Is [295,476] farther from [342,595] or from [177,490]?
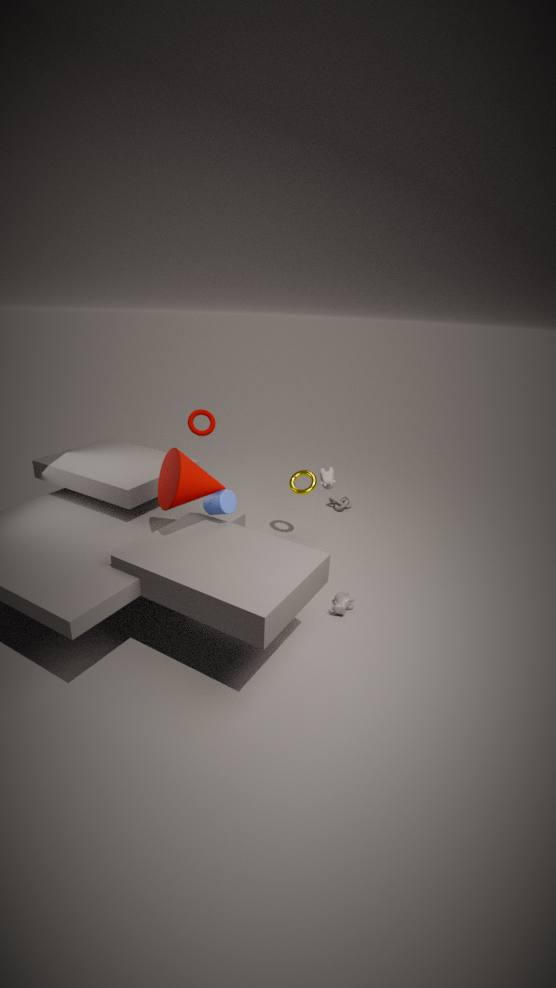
[177,490]
